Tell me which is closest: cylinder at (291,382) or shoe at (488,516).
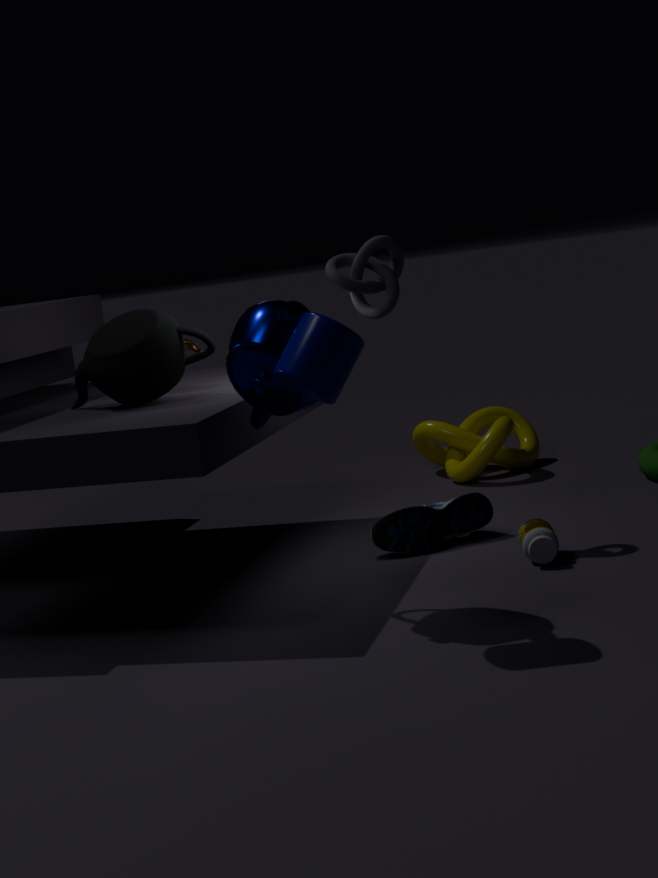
cylinder at (291,382)
